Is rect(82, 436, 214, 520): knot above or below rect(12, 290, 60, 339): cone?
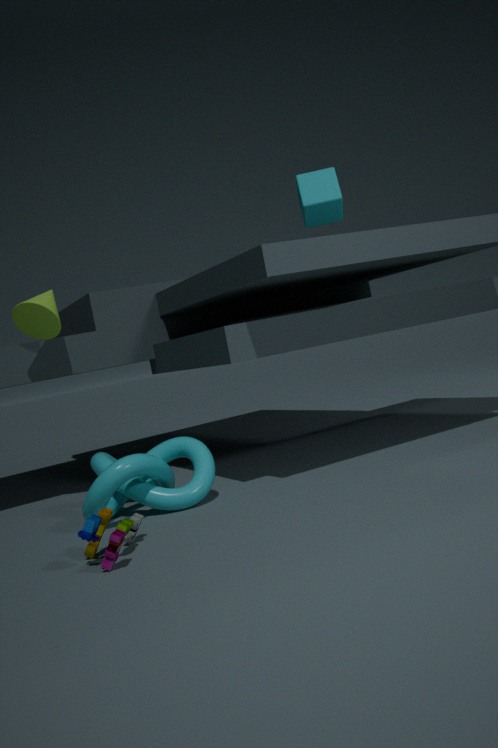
below
